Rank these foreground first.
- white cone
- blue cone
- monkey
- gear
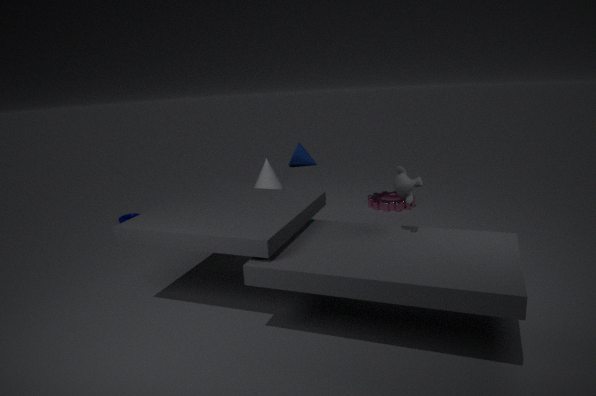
monkey
gear
white cone
blue cone
